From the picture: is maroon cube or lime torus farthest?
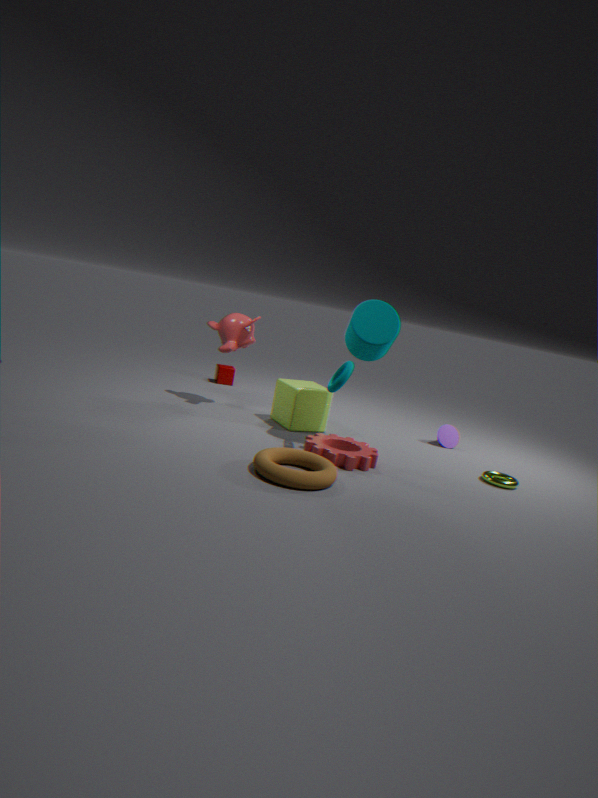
maroon cube
